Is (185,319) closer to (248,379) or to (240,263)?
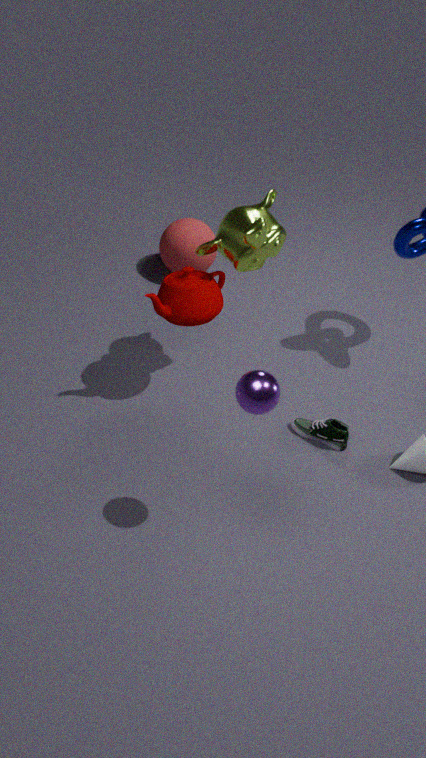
(240,263)
